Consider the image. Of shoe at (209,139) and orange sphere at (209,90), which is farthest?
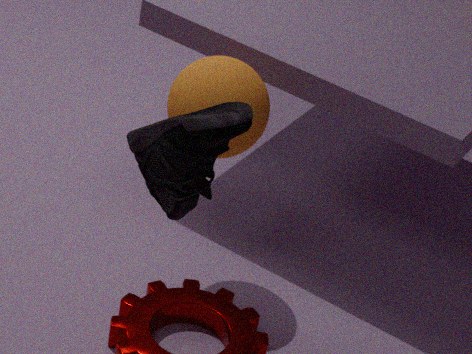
orange sphere at (209,90)
